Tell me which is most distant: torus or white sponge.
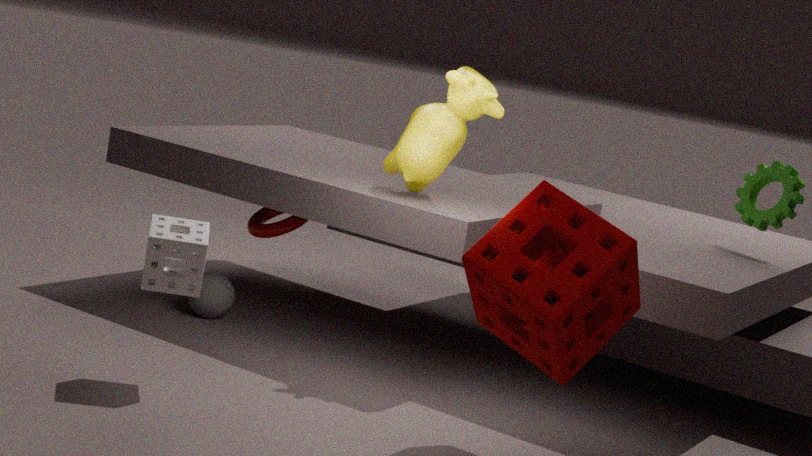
torus
